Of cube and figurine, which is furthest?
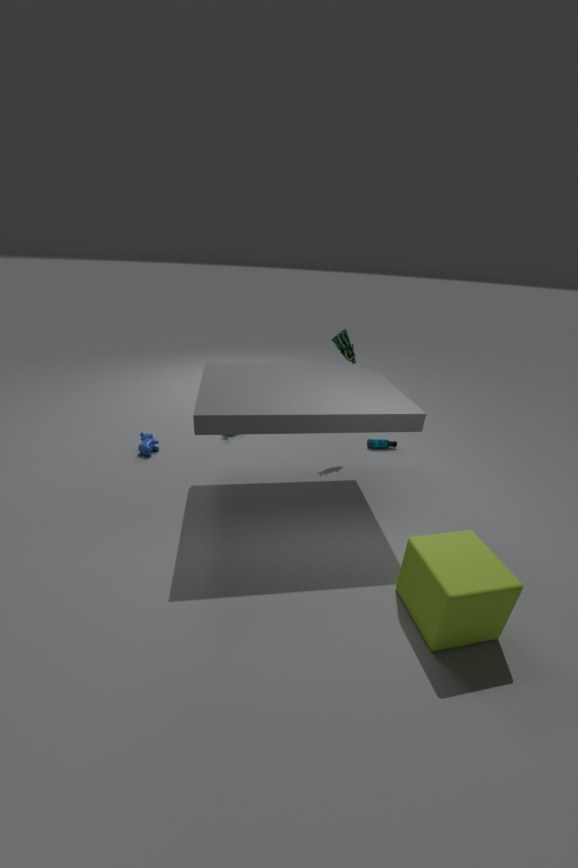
figurine
